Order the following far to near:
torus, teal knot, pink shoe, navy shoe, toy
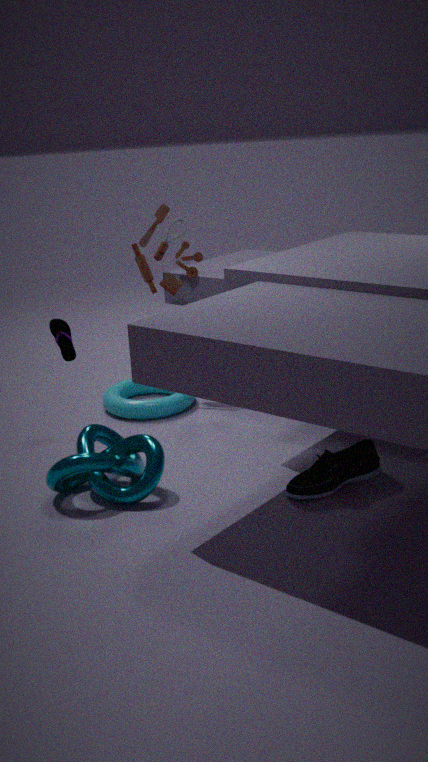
toy
torus
pink shoe
navy shoe
teal knot
